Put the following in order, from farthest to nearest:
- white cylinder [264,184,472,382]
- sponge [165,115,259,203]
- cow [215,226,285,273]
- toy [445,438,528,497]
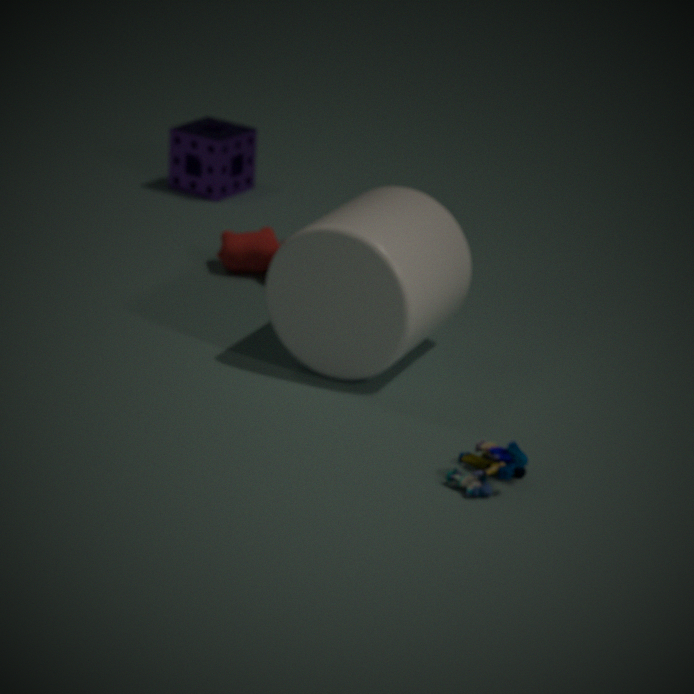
1. sponge [165,115,259,203]
2. cow [215,226,285,273]
3. white cylinder [264,184,472,382]
4. toy [445,438,528,497]
